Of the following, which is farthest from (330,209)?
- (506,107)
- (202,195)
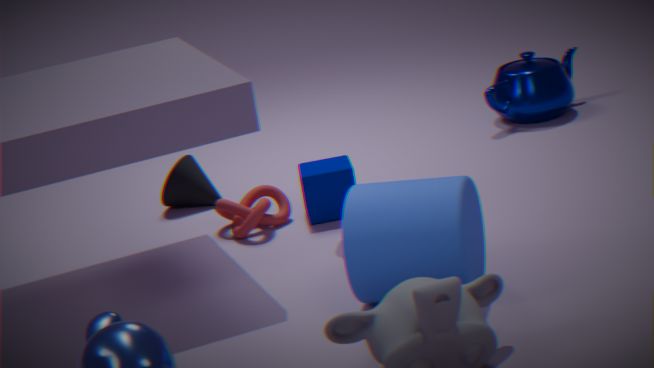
(506,107)
